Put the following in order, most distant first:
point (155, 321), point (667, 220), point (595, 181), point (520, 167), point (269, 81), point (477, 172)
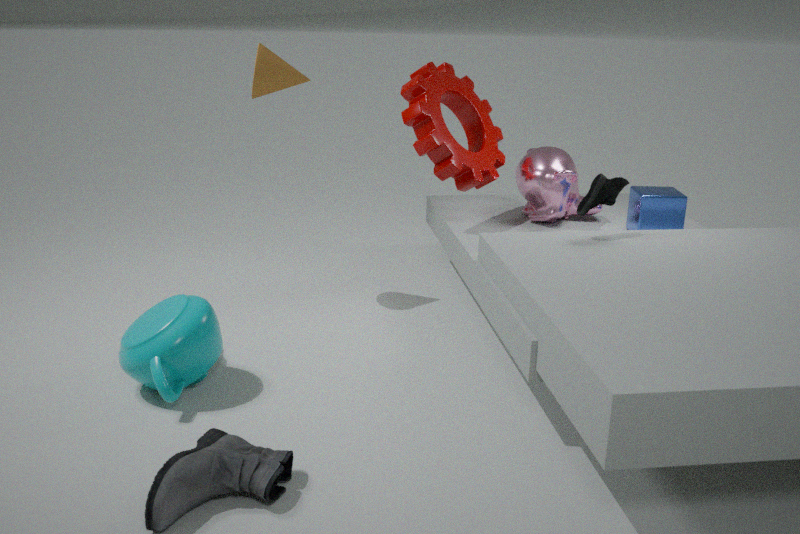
point (520, 167) < point (477, 172) < point (667, 220) < point (269, 81) < point (595, 181) < point (155, 321)
